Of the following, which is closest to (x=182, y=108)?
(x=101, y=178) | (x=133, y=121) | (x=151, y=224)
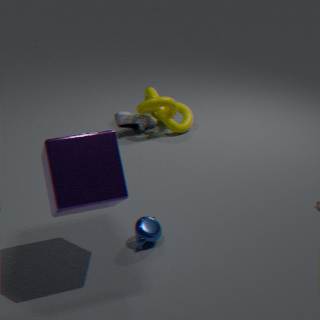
(x=133, y=121)
